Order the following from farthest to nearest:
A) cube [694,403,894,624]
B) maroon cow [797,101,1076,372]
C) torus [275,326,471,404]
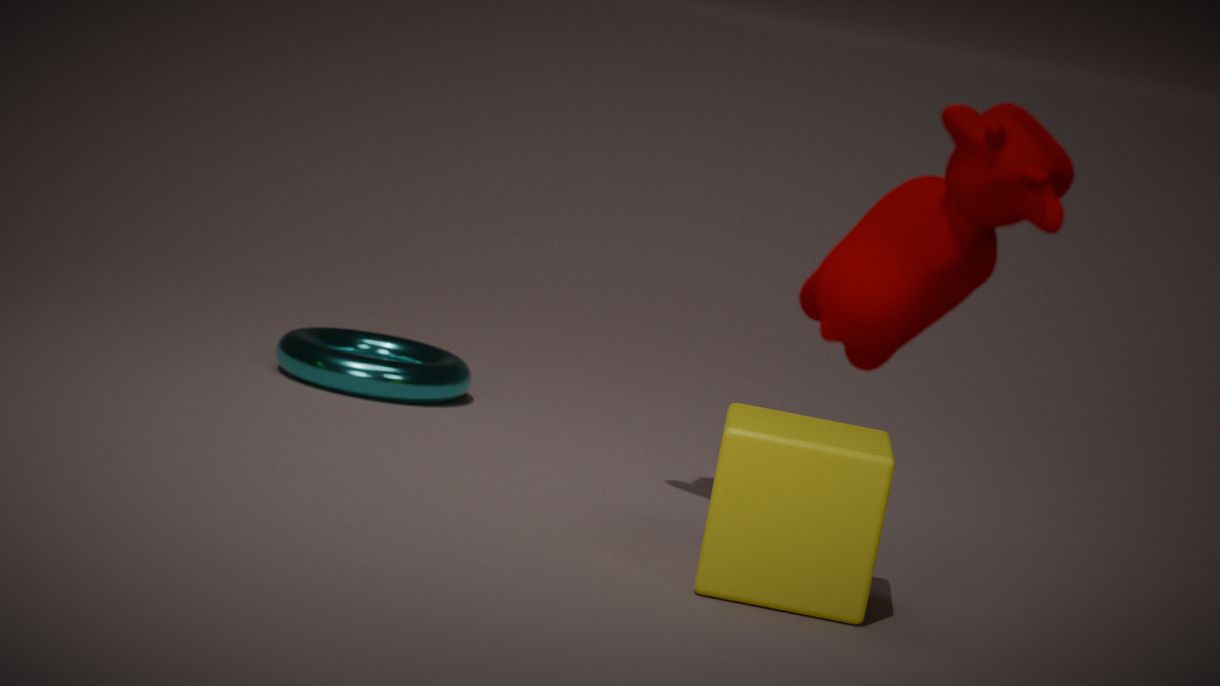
torus [275,326,471,404] → cube [694,403,894,624] → maroon cow [797,101,1076,372]
